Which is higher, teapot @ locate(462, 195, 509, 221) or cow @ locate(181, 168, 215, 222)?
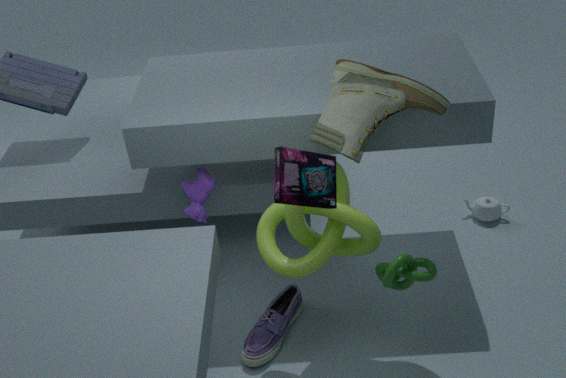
cow @ locate(181, 168, 215, 222)
